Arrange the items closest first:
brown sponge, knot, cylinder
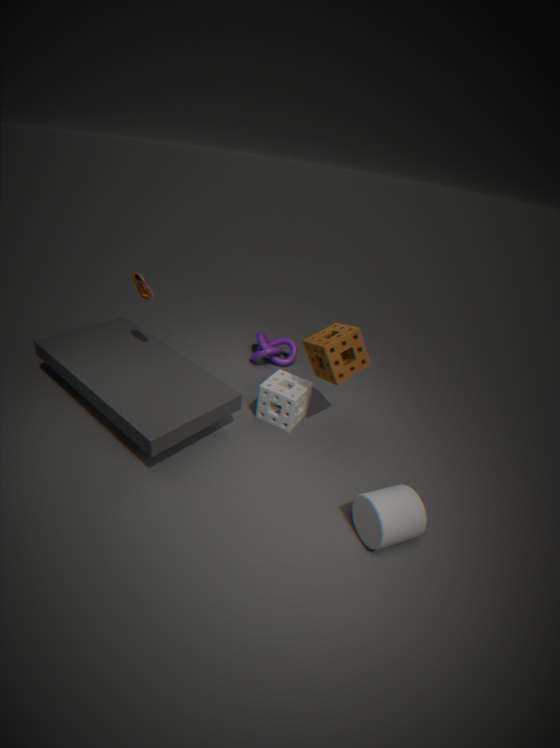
cylinder
brown sponge
knot
